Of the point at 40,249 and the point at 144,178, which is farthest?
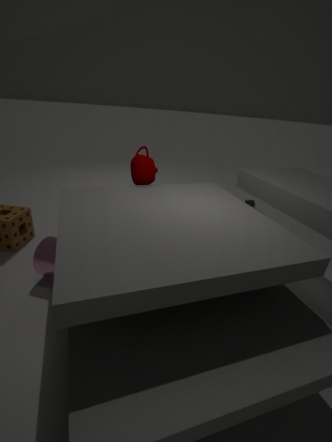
the point at 144,178
